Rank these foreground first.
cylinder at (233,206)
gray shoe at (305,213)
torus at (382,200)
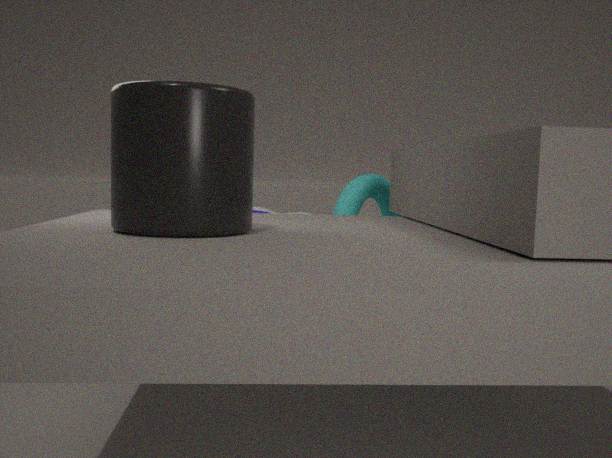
cylinder at (233,206)
torus at (382,200)
gray shoe at (305,213)
